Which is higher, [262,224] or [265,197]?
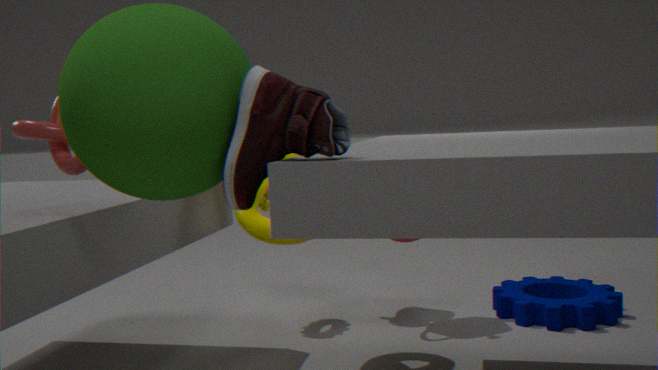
[262,224]
